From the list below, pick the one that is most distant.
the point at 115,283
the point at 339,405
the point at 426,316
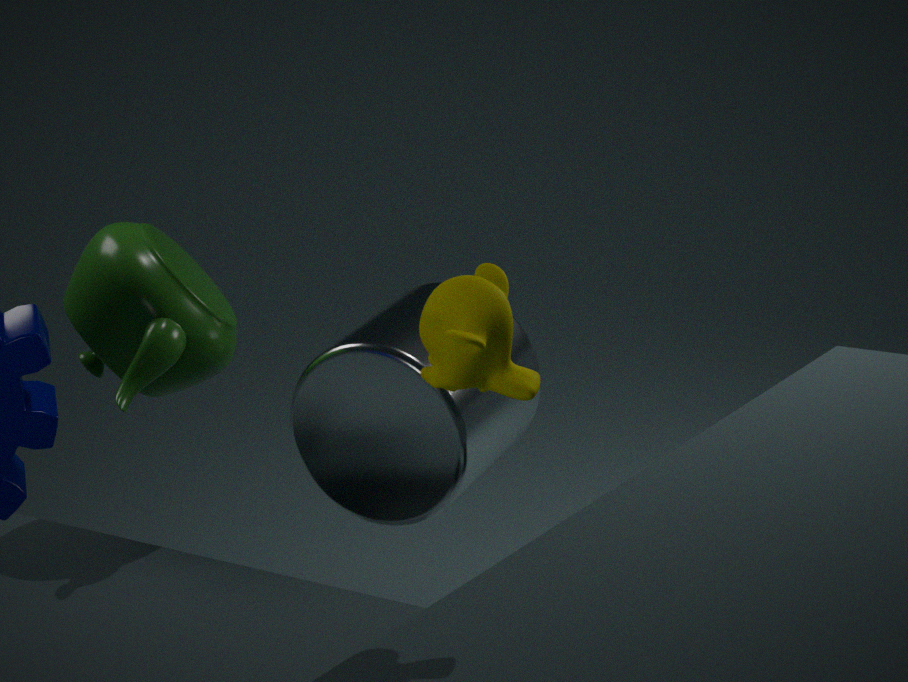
the point at 339,405
